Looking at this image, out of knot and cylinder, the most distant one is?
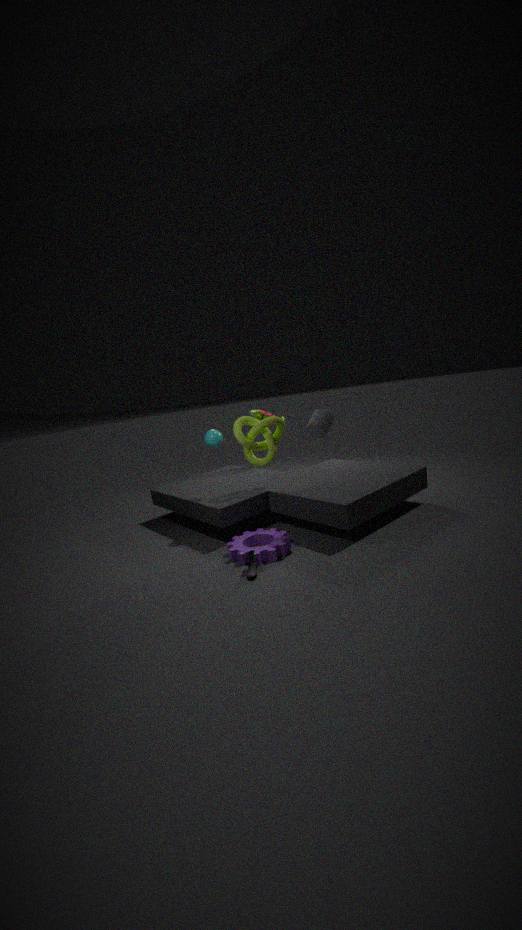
knot
